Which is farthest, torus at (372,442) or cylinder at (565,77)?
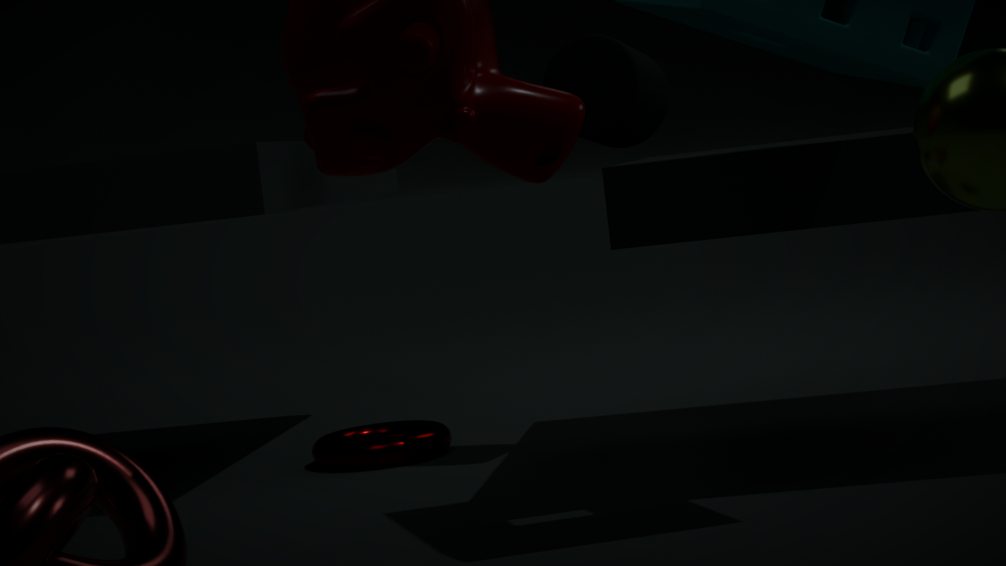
torus at (372,442)
